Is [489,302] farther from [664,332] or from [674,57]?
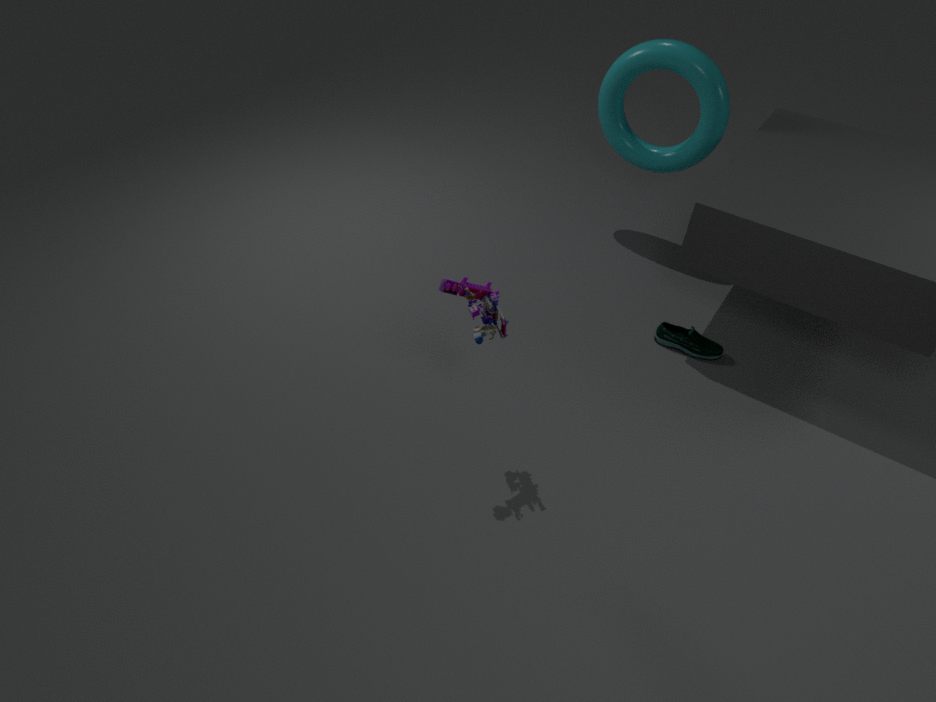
[674,57]
